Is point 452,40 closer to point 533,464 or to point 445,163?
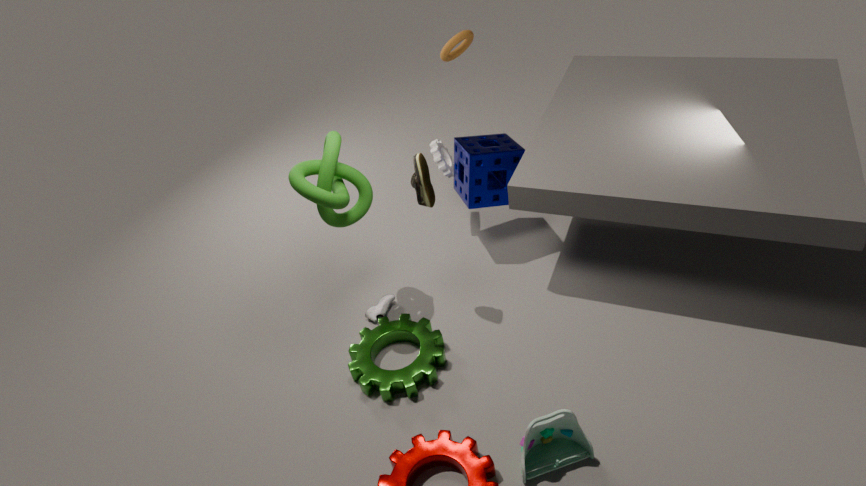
point 445,163
